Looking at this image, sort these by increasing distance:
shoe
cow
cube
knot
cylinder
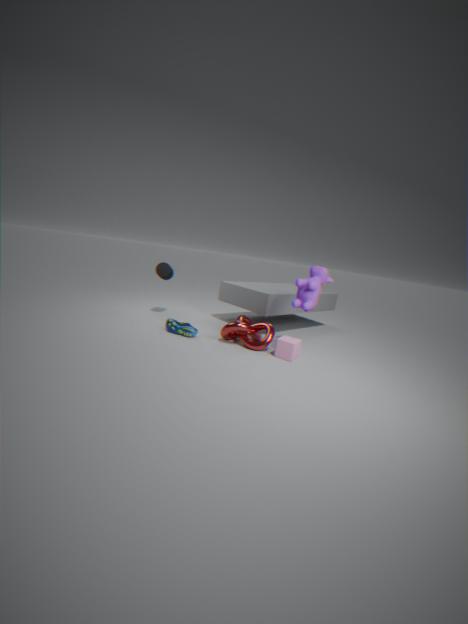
cow
cube
knot
shoe
cylinder
